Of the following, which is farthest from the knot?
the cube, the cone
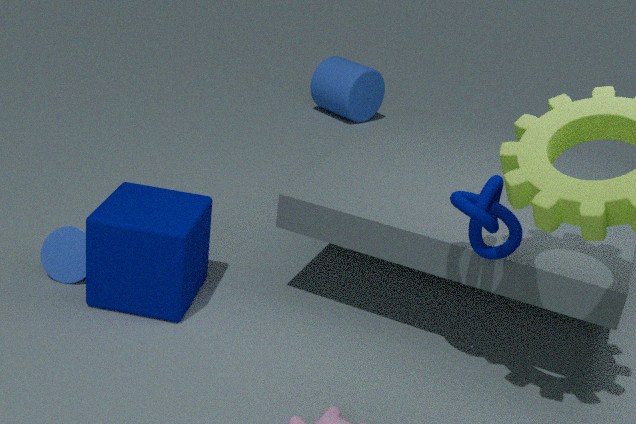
the cone
